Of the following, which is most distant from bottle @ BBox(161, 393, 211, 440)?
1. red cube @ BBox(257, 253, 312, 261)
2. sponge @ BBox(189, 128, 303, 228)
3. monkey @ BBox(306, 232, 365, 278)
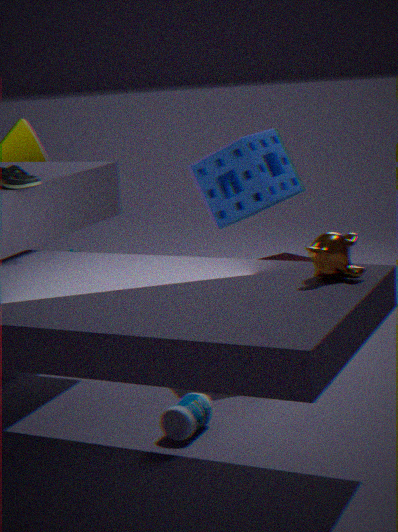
sponge @ BBox(189, 128, 303, 228)
